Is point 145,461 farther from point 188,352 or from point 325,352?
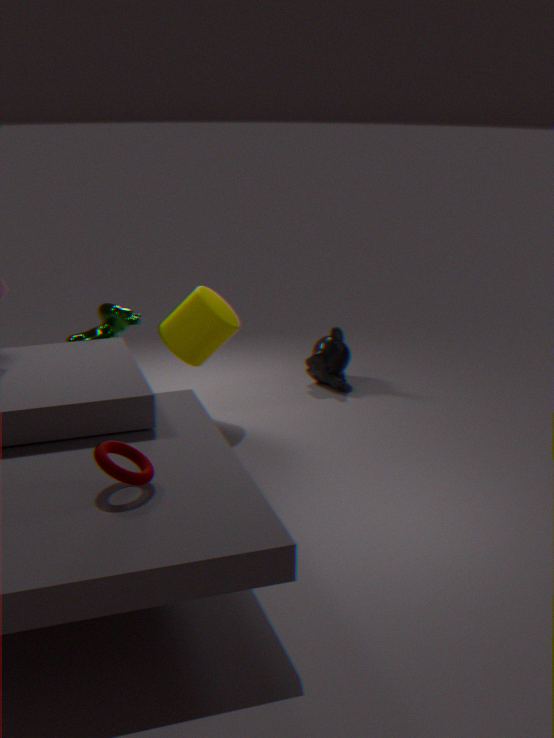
point 325,352
